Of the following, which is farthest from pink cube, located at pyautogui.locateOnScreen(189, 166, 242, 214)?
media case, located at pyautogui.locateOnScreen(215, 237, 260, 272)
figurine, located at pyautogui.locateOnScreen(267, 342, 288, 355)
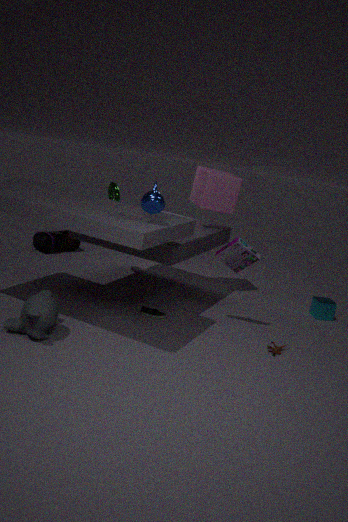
figurine, located at pyautogui.locateOnScreen(267, 342, 288, 355)
